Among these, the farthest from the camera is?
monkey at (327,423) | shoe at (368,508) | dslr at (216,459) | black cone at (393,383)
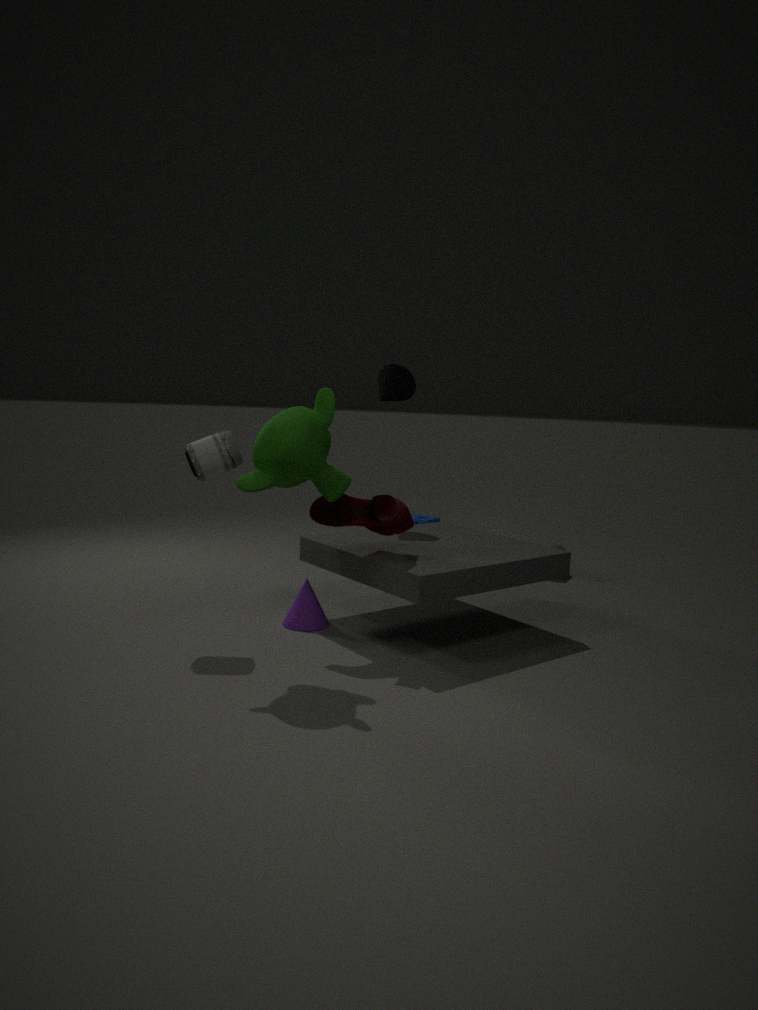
black cone at (393,383)
